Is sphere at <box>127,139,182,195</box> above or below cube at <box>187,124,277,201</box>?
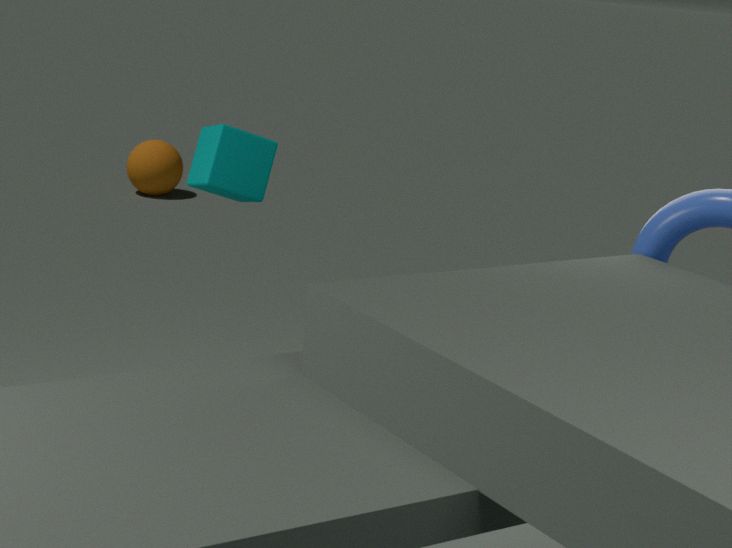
below
